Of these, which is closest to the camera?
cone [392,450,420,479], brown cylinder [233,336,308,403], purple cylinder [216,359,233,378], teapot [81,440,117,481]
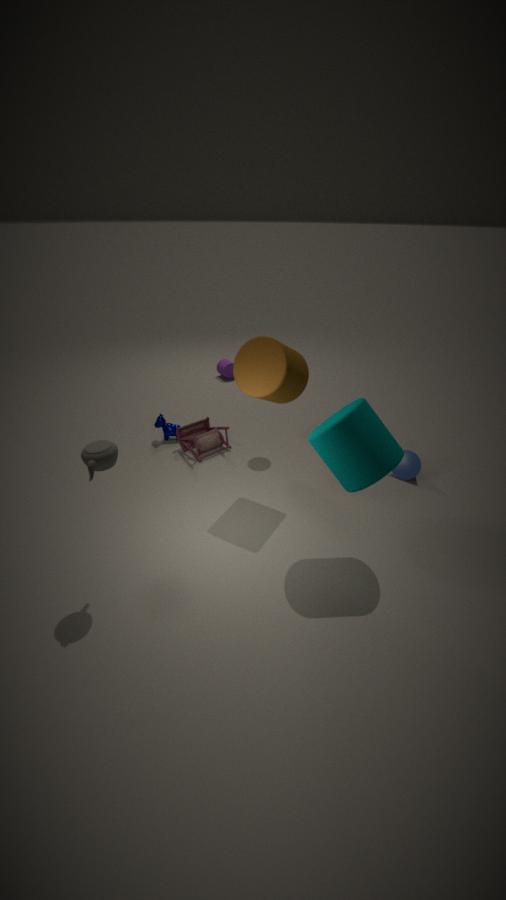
teapot [81,440,117,481]
